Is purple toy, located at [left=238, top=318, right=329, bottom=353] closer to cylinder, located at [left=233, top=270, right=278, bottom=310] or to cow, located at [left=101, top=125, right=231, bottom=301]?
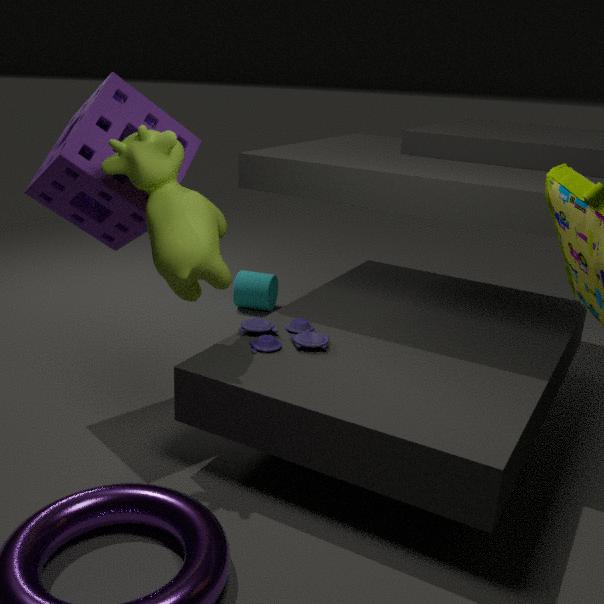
cow, located at [left=101, top=125, right=231, bottom=301]
